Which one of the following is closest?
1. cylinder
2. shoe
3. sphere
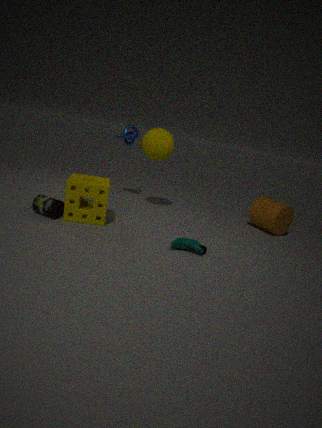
shoe
